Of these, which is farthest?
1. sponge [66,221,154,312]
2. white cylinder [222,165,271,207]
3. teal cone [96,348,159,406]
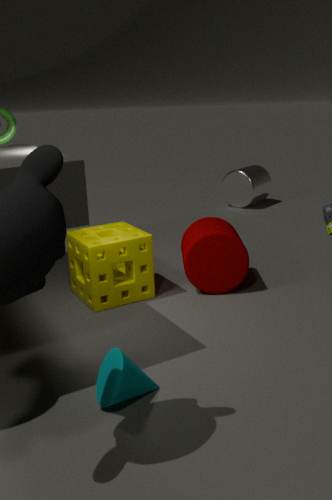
white cylinder [222,165,271,207]
